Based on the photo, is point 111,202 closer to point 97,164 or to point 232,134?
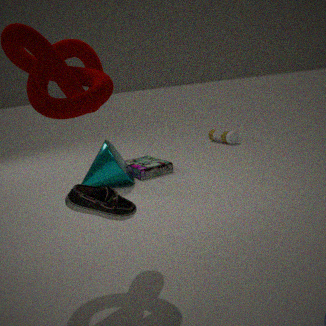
point 97,164
